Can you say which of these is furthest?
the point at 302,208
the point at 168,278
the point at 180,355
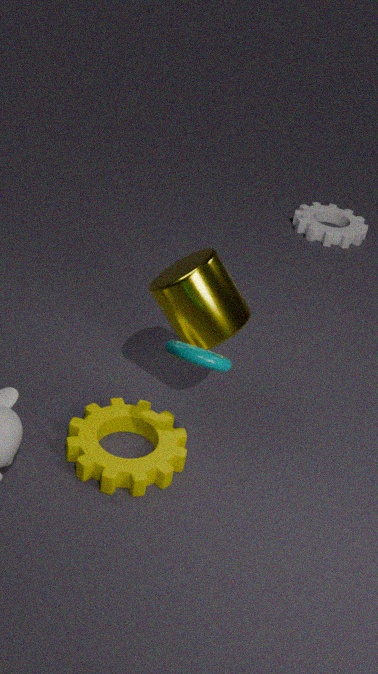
A: the point at 302,208
